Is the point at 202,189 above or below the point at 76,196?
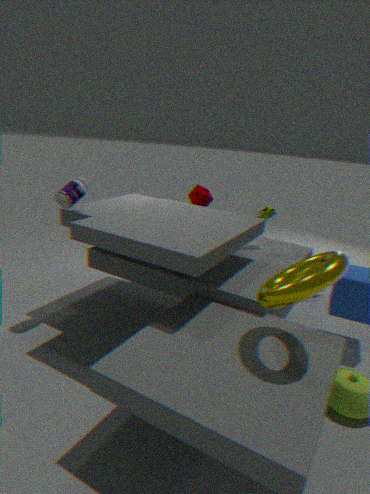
below
